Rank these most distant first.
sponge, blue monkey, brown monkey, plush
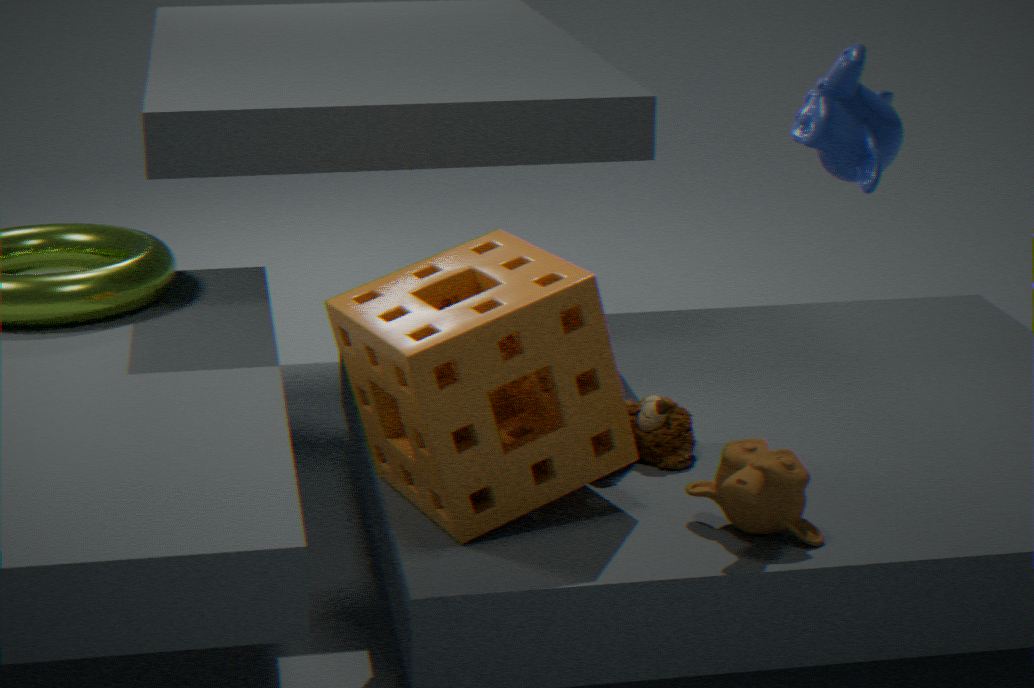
plush → brown monkey → sponge → blue monkey
